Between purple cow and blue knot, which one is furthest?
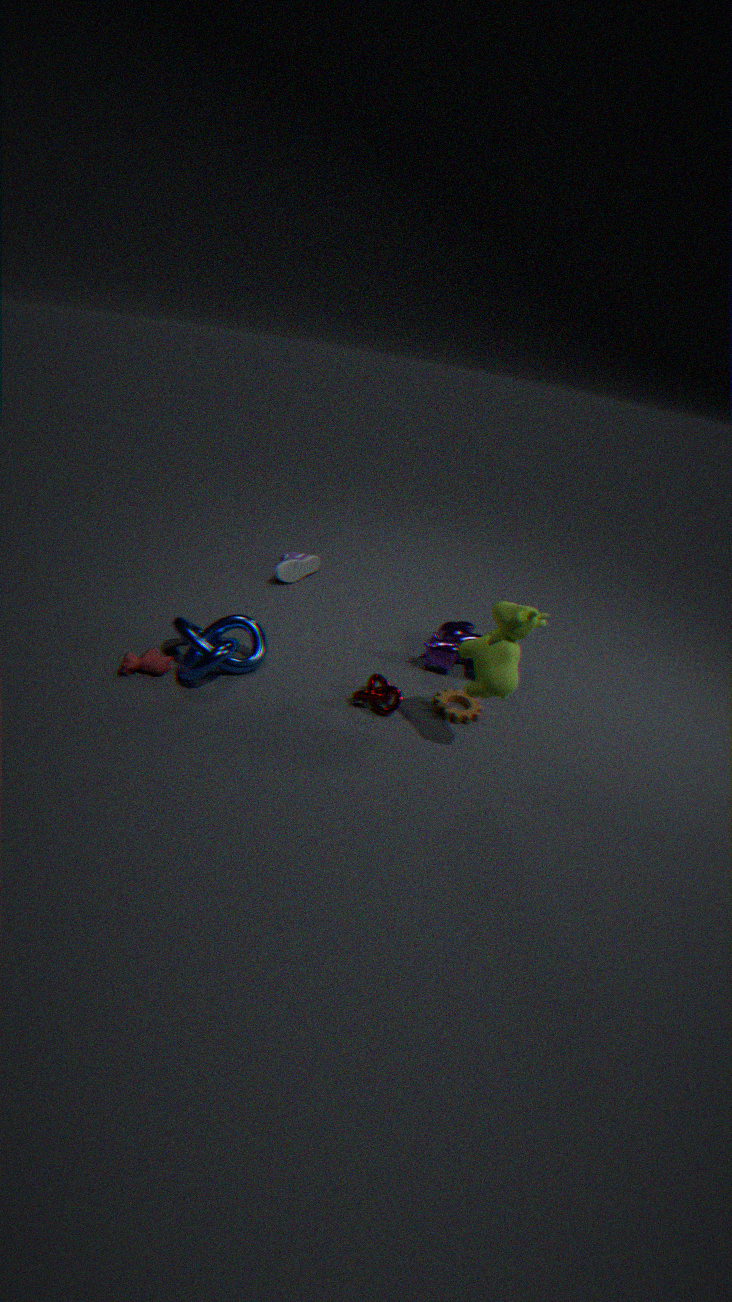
purple cow
